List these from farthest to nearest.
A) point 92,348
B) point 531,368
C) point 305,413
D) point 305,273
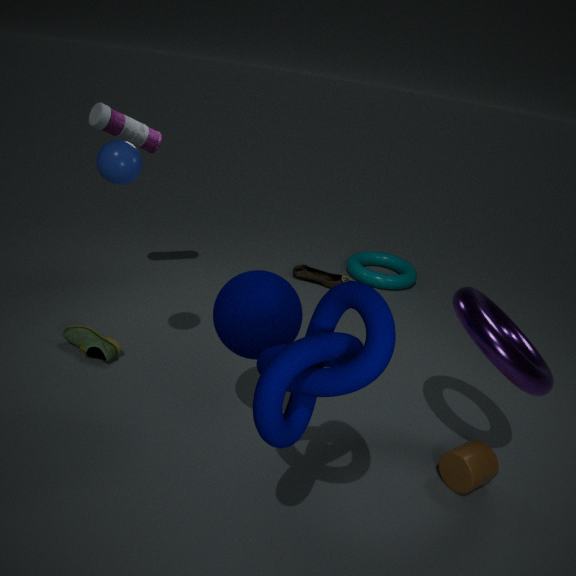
point 305,273 → point 92,348 → point 531,368 → point 305,413
